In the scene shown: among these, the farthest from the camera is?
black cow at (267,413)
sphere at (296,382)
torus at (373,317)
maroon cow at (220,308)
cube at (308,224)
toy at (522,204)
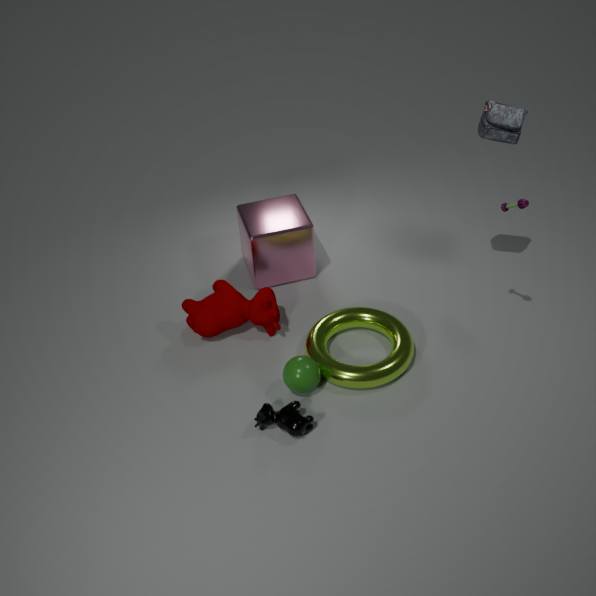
cube at (308,224)
